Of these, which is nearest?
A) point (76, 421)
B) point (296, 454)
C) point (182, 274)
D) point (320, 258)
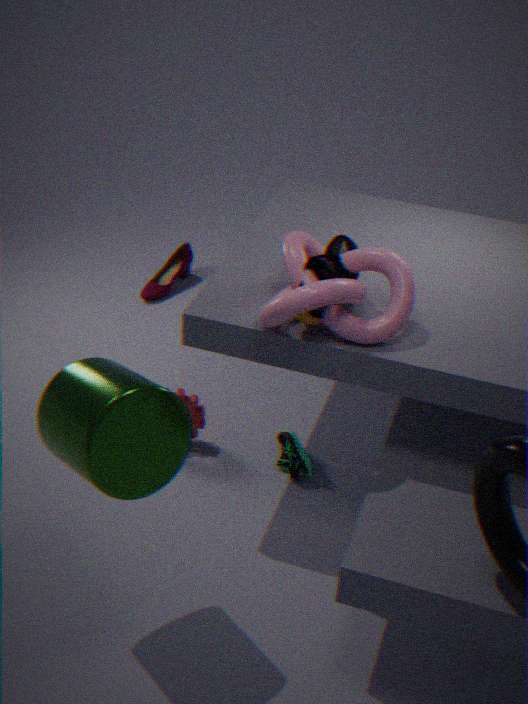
point (76, 421)
